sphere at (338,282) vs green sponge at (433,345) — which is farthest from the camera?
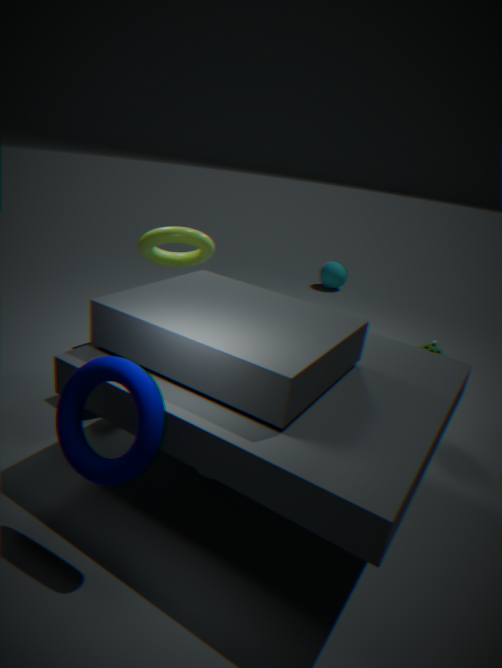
sphere at (338,282)
